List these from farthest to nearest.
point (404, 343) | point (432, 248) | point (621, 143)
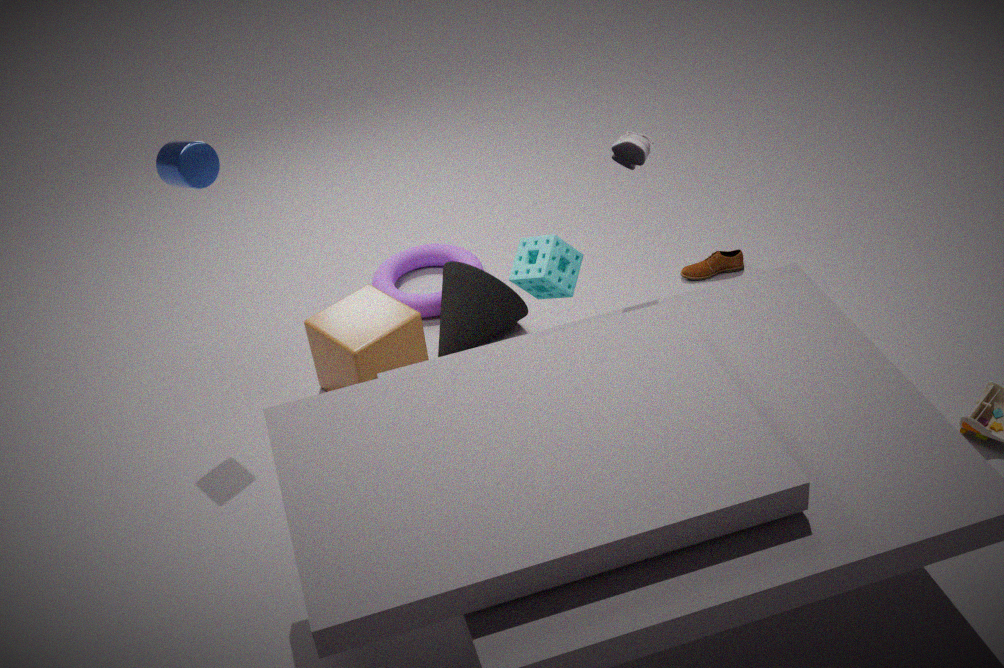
point (432, 248)
point (404, 343)
point (621, 143)
